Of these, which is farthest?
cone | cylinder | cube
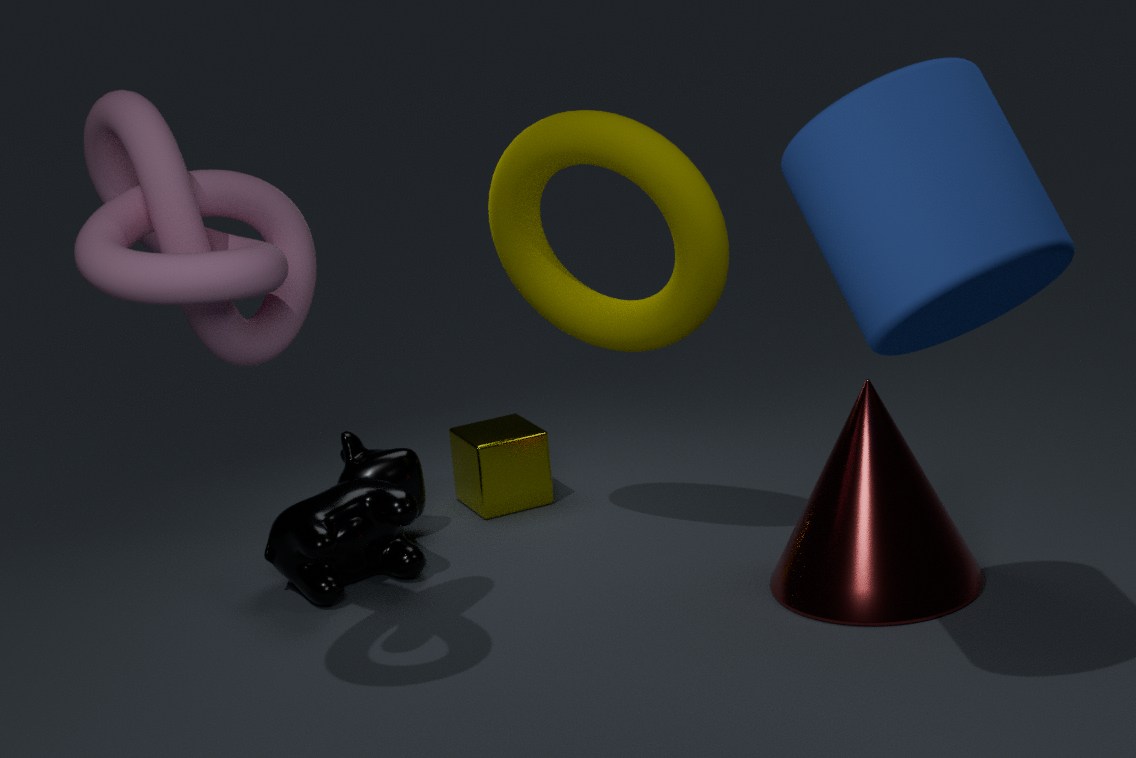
cube
